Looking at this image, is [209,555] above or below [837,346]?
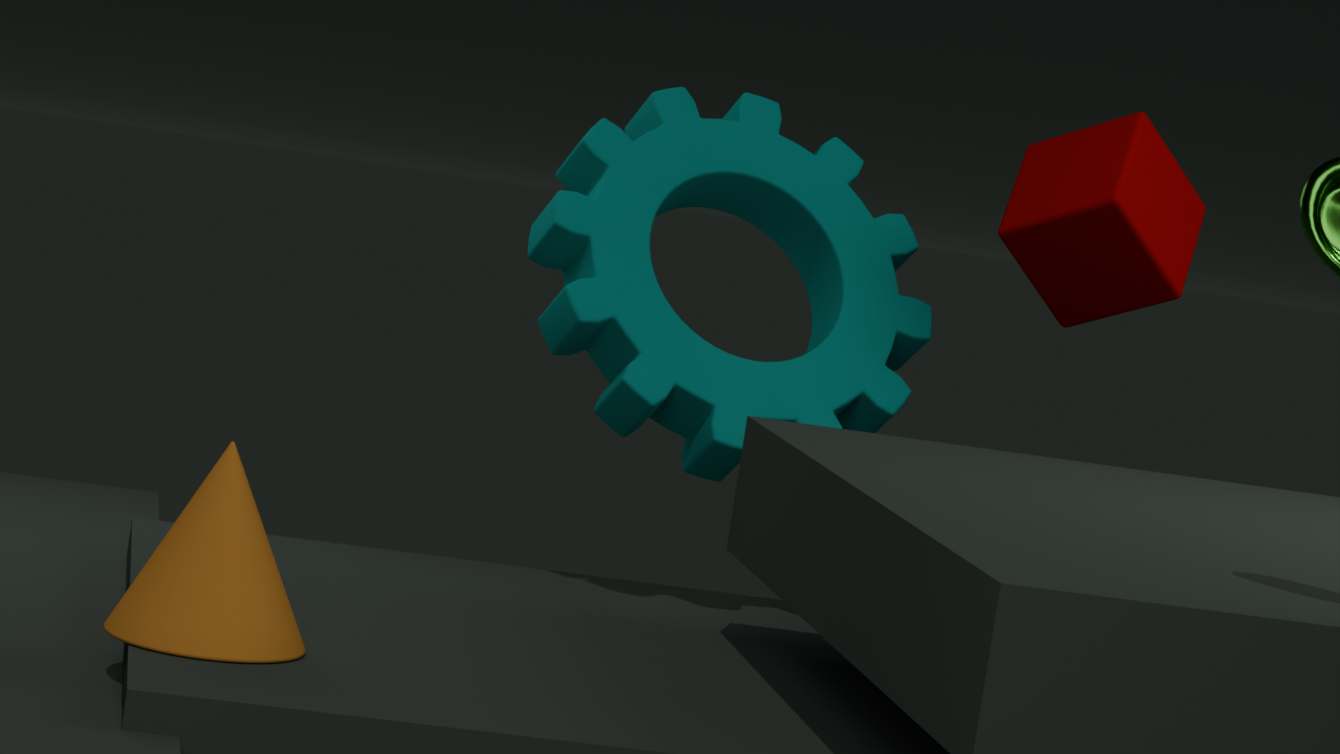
below
